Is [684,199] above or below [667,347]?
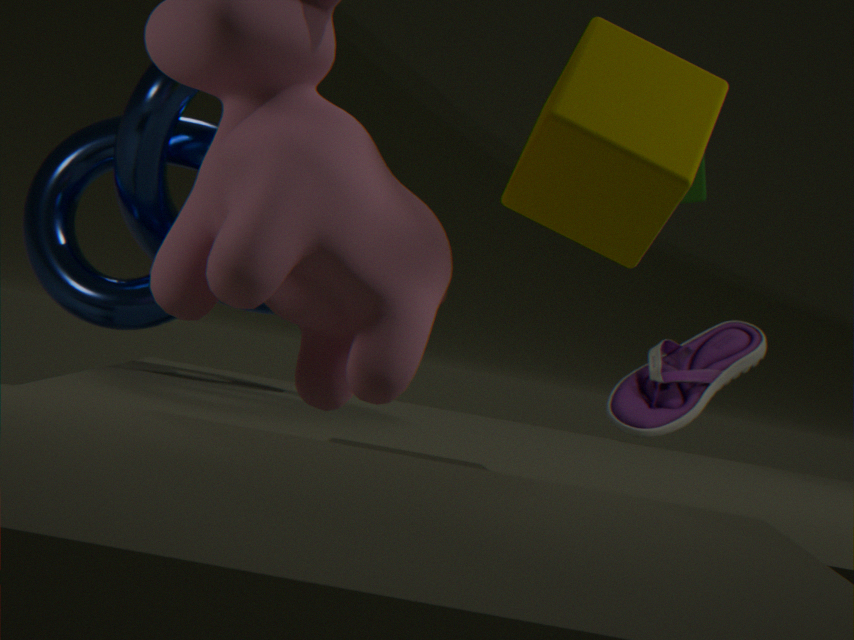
above
